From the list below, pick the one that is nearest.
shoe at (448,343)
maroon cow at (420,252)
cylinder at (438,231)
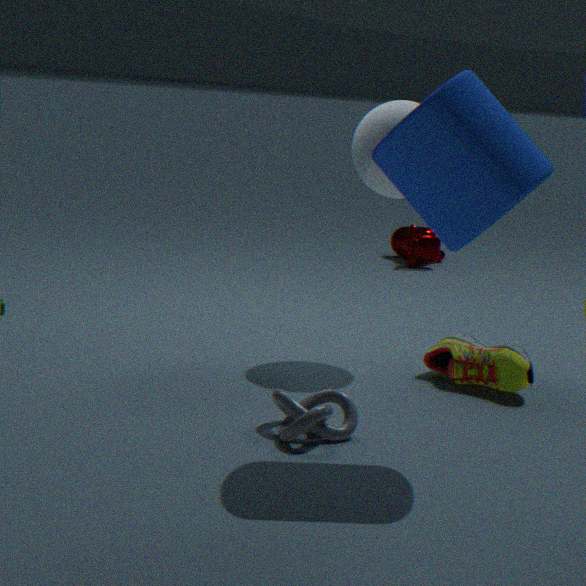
cylinder at (438,231)
